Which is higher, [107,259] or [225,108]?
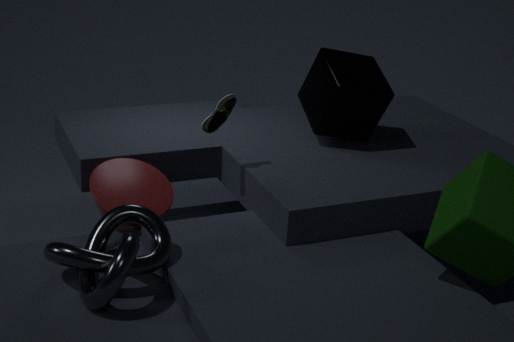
[225,108]
